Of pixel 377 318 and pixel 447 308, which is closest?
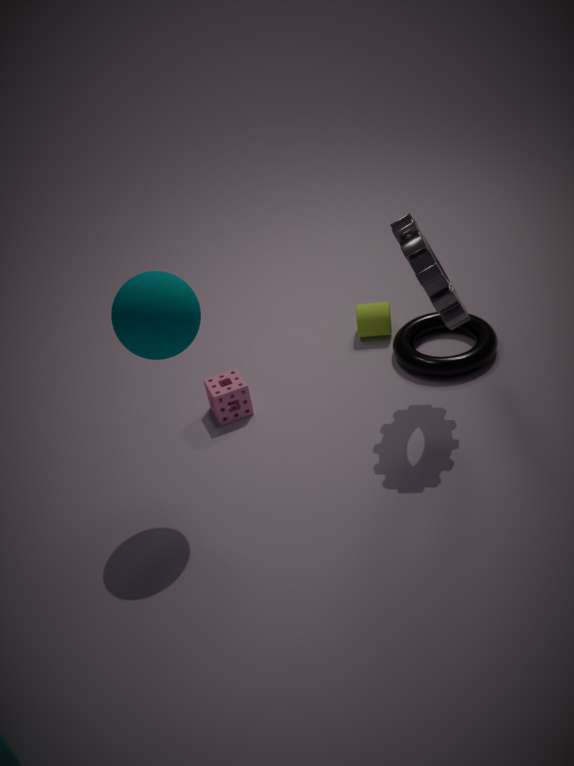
pixel 447 308
